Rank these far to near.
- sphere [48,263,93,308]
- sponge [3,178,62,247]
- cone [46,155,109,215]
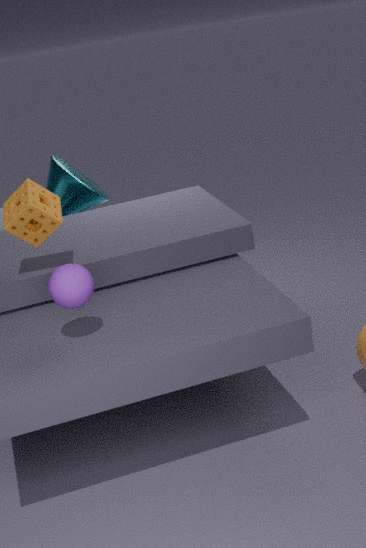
cone [46,155,109,215] < sponge [3,178,62,247] < sphere [48,263,93,308]
